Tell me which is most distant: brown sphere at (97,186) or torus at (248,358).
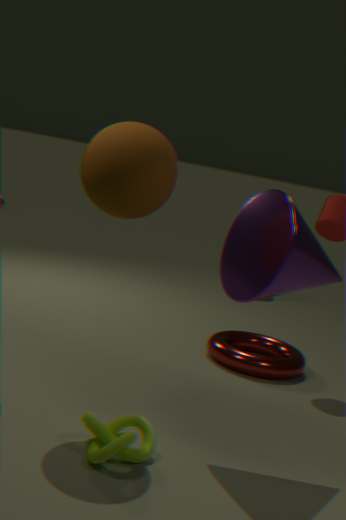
torus at (248,358)
